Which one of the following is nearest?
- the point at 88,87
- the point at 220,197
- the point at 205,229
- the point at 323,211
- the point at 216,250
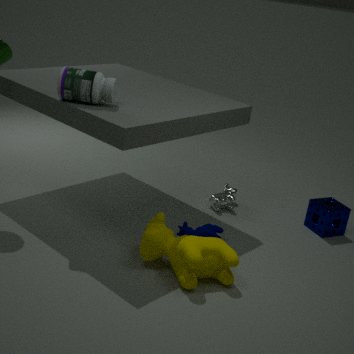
the point at 216,250
